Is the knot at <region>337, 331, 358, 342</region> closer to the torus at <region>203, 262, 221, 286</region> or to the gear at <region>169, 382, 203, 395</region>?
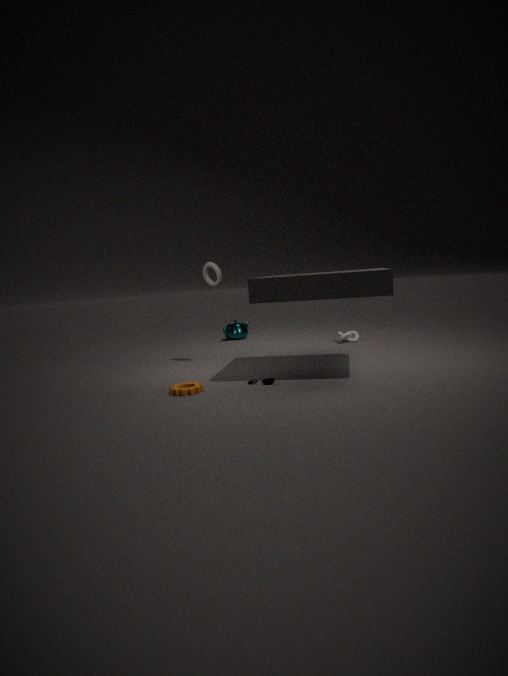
the torus at <region>203, 262, 221, 286</region>
